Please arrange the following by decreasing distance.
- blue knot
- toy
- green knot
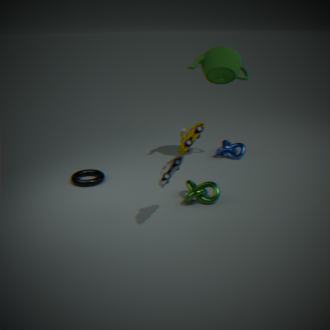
1. blue knot
2. green knot
3. toy
